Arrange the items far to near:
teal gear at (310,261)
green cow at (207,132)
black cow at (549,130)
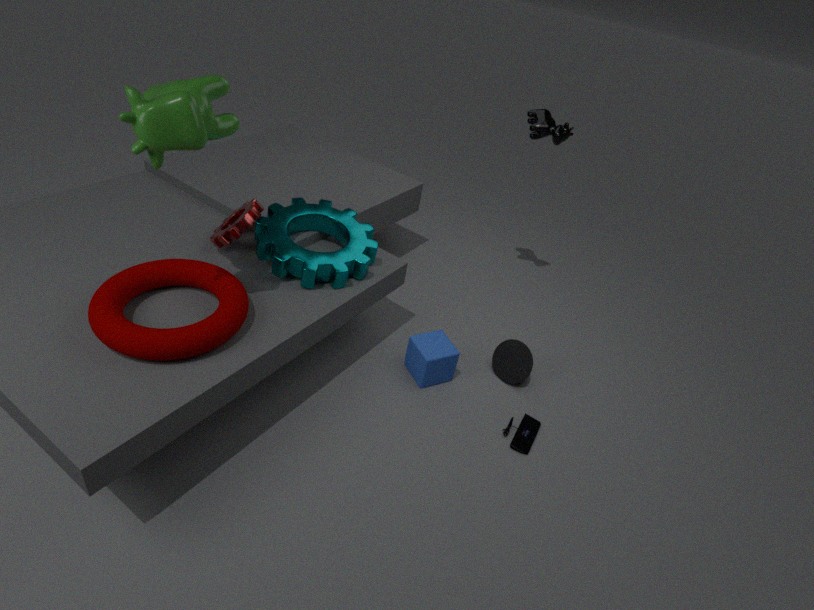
black cow at (549,130) < teal gear at (310,261) < green cow at (207,132)
